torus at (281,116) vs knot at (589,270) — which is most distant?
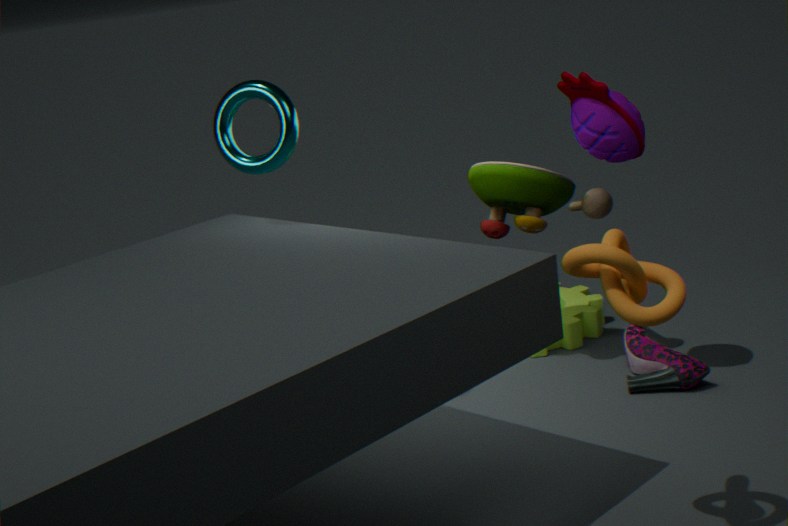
torus at (281,116)
